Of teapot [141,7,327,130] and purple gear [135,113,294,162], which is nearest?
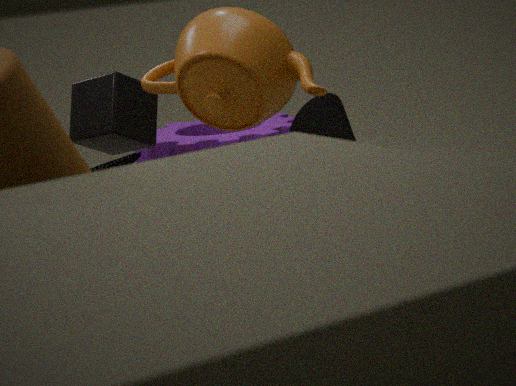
teapot [141,7,327,130]
